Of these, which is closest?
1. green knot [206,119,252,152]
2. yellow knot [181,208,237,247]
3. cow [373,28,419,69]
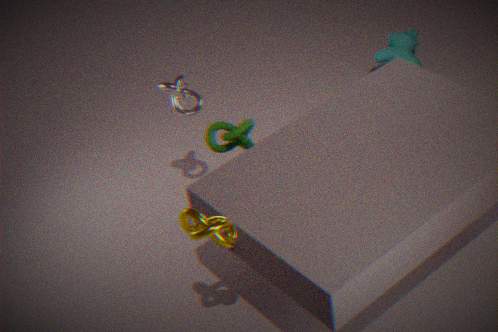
yellow knot [181,208,237,247]
